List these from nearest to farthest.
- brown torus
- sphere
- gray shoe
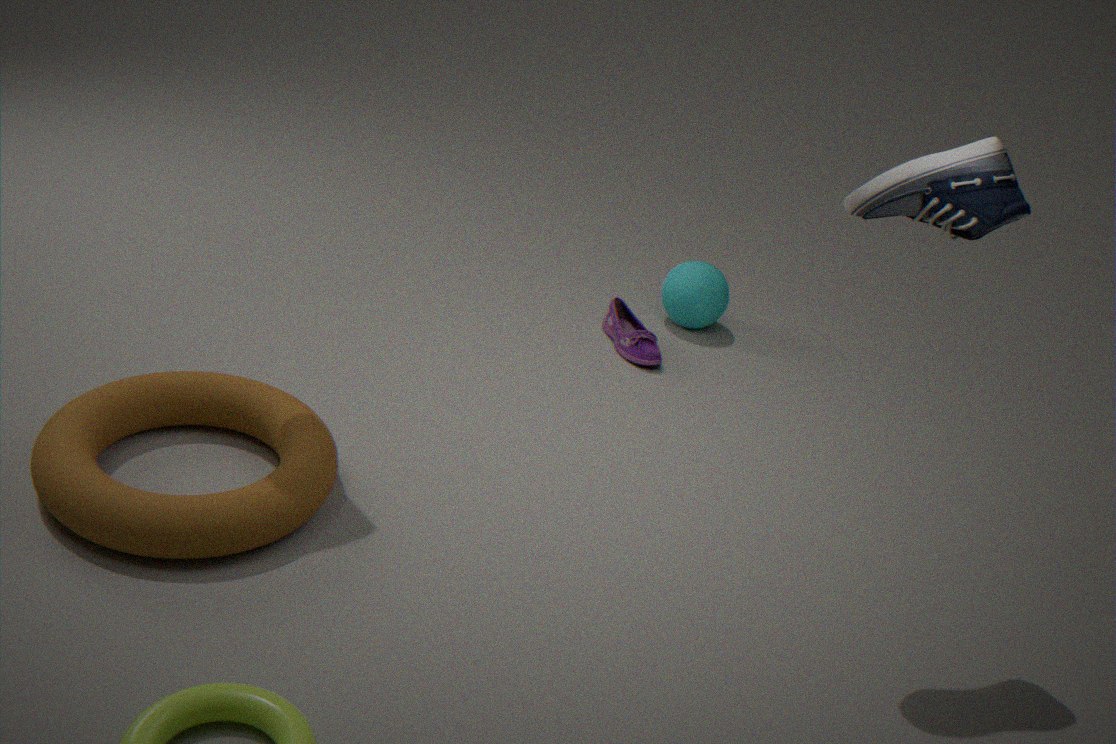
1. gray shoe
2. brown torus
3. sphere
